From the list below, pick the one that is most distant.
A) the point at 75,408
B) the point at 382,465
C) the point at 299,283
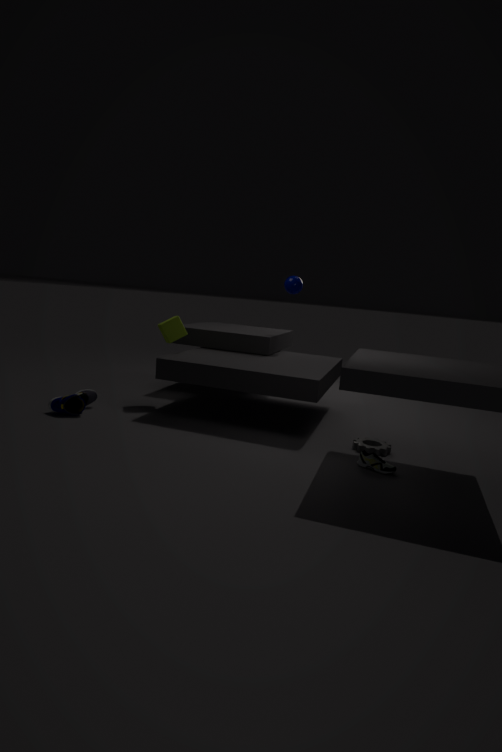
the point at 299,283
